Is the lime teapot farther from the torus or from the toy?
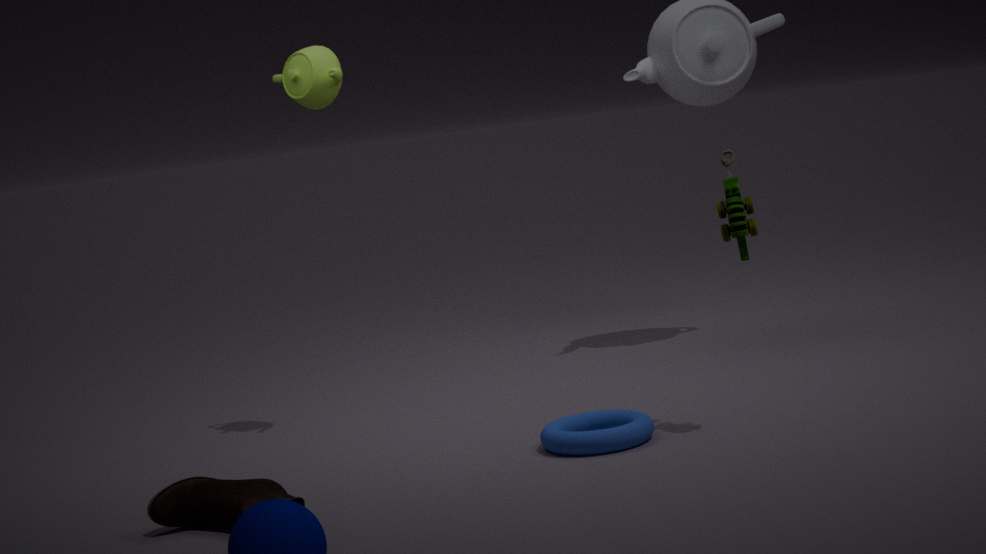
the torus
